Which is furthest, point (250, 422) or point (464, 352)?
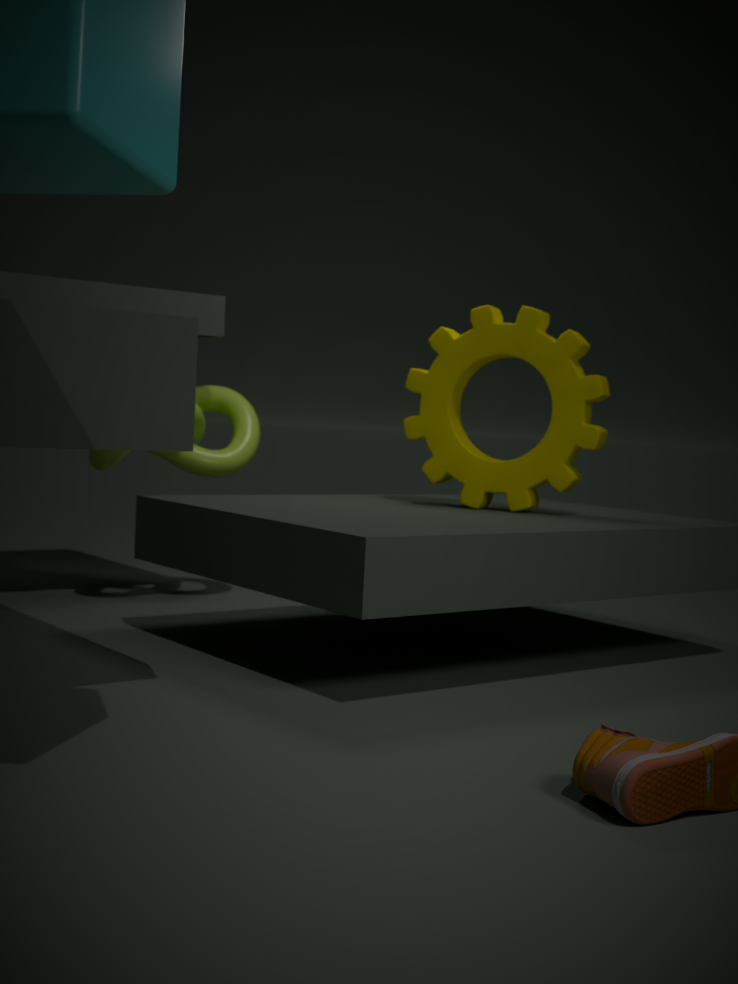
point (250, 422)
